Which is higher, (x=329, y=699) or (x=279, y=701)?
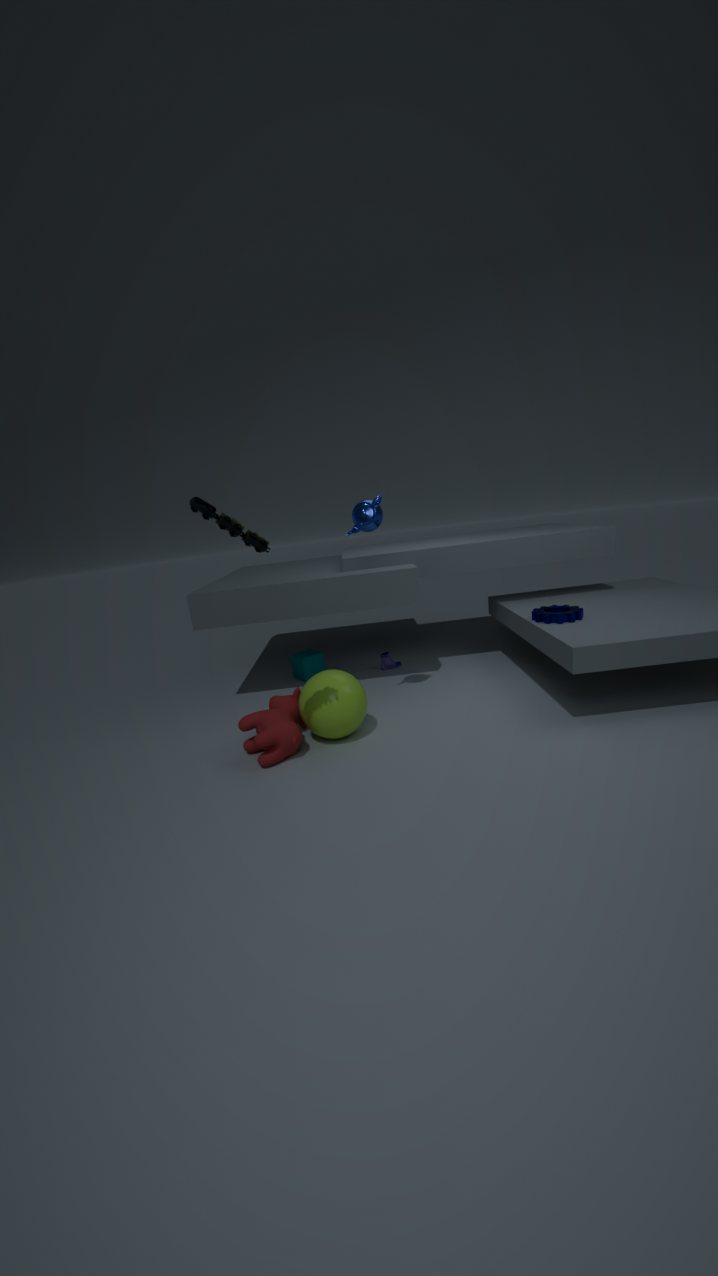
(x=329, y=699)
